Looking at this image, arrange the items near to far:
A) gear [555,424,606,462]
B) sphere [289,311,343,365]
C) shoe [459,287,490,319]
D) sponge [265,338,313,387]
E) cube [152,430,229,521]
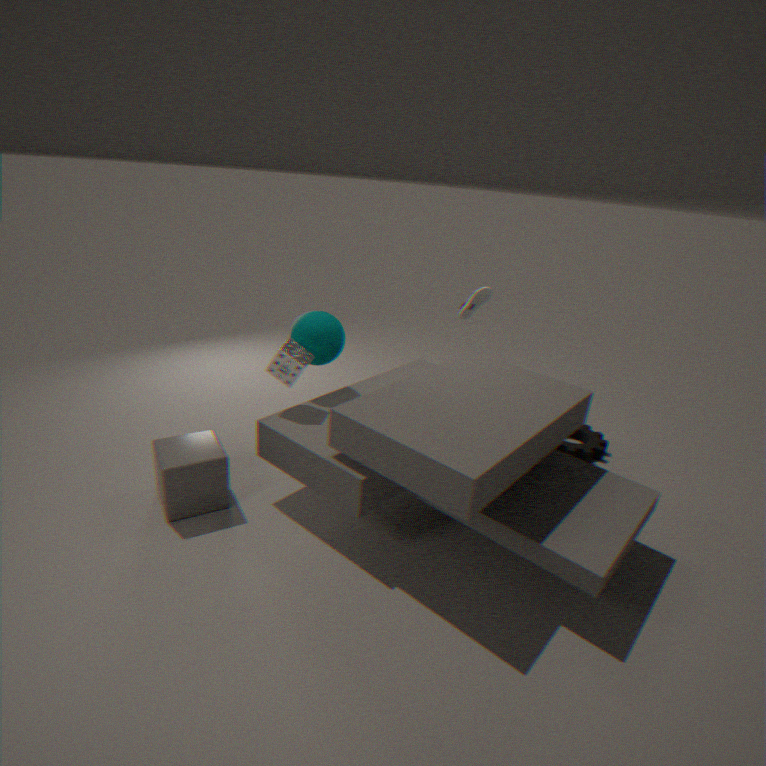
cube [152,430,229,521], sponge [265,338,313,387], sphere [289,311,343,365], shoe [459,287,490,319], gear [555,424,606,462]
